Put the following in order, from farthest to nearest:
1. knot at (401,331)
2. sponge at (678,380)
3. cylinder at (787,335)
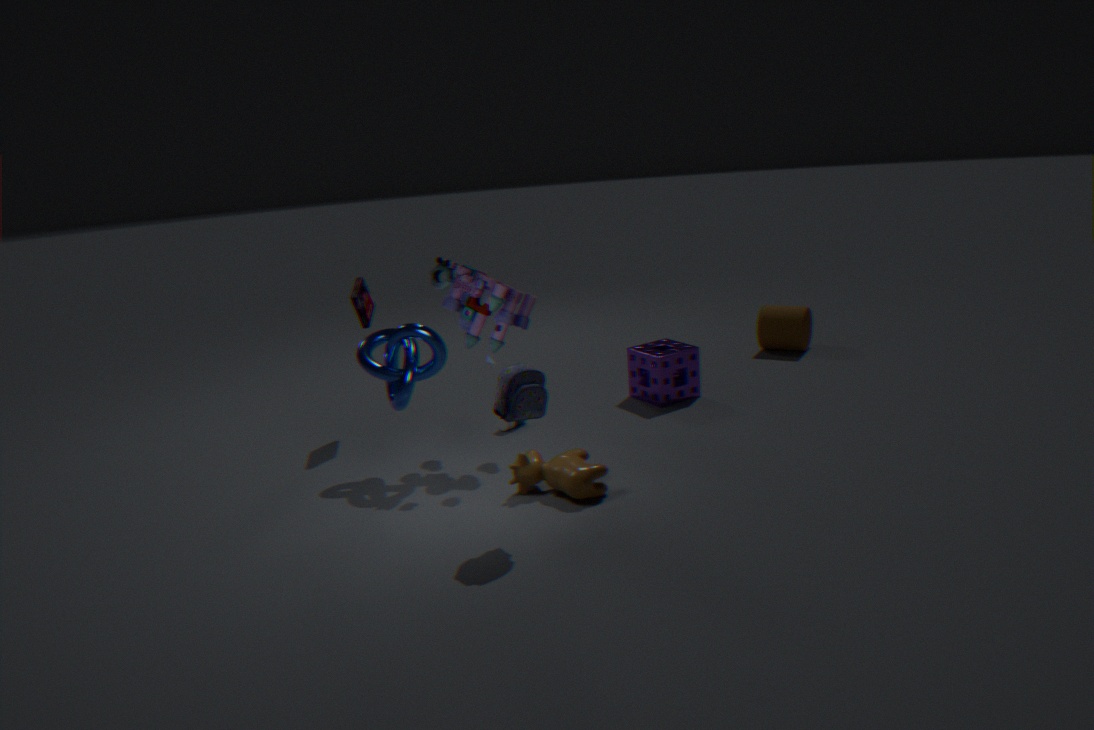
cylinder at (787,335), sponge at (678,380), knot at (401,331)
